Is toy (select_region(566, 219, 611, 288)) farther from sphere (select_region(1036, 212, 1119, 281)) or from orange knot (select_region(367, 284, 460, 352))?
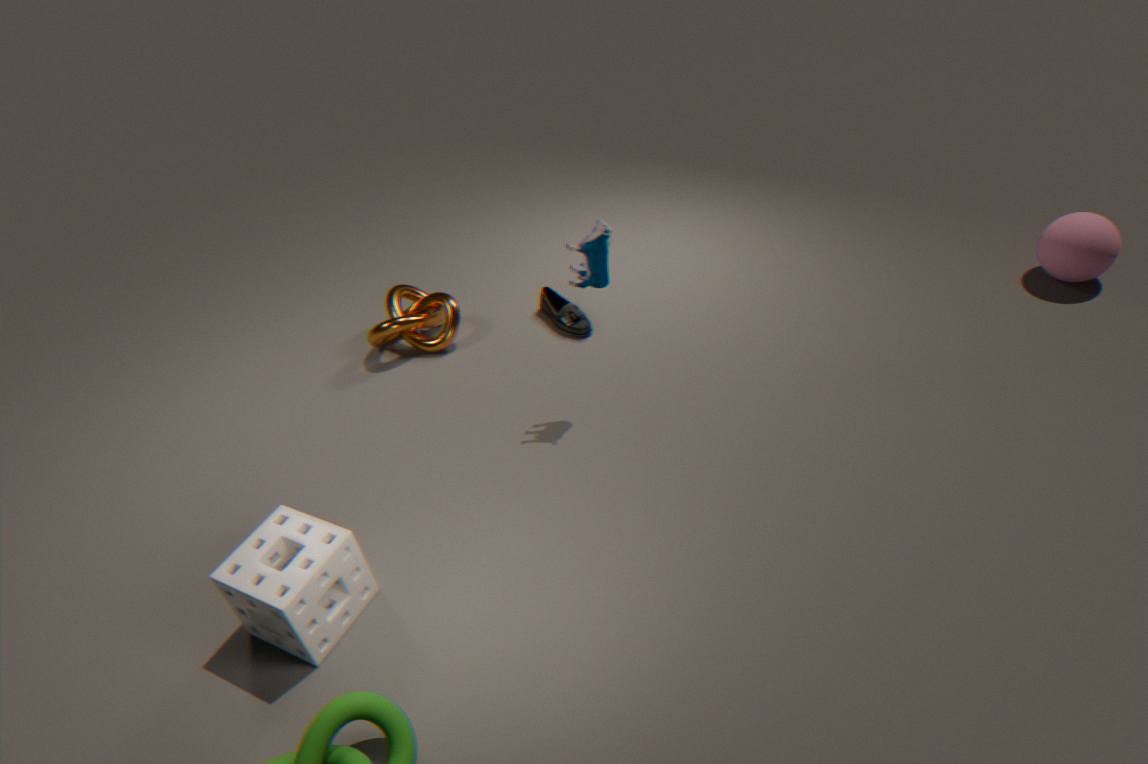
sphere (select_region(1036, 212, 1119, 281))
